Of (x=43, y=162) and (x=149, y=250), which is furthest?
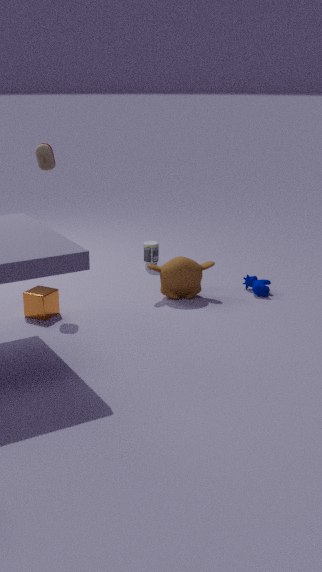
(x=149, y=250)
